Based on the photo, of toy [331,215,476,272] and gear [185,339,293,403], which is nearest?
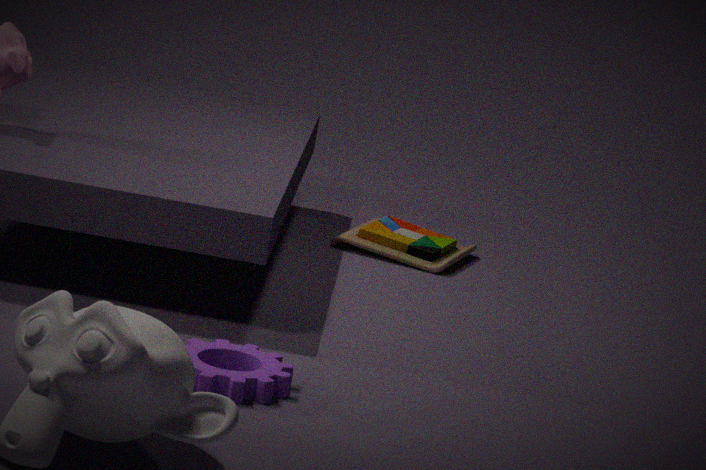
gear [185,339,293,403]
